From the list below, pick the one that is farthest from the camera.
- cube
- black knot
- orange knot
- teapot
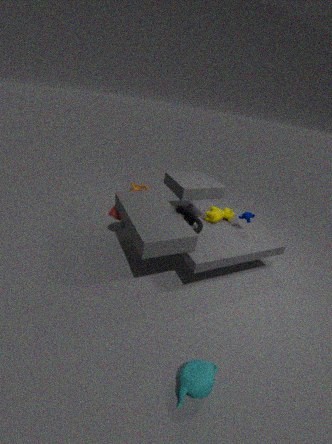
orange knot
